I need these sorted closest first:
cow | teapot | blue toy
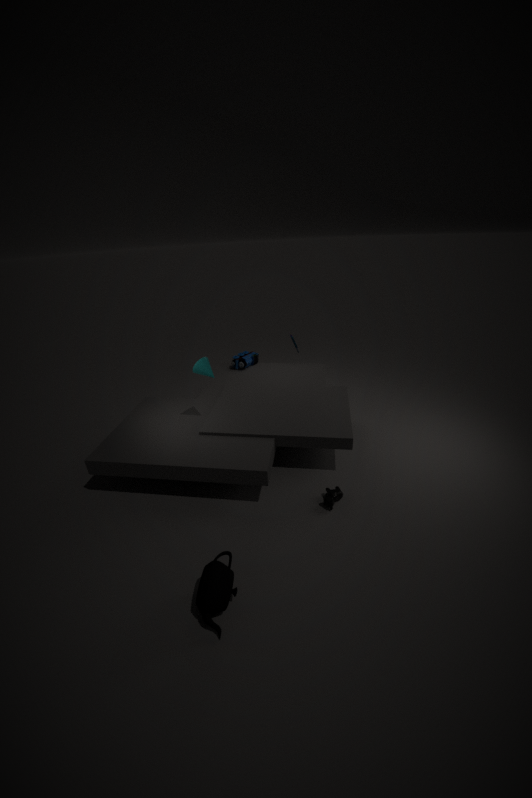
teapot
cow
blue toy
